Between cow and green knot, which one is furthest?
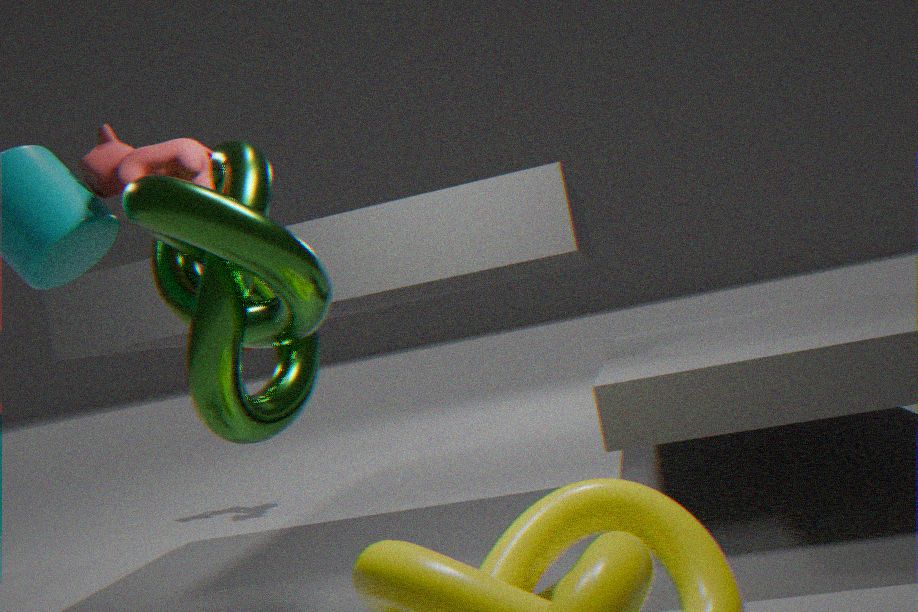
cow
